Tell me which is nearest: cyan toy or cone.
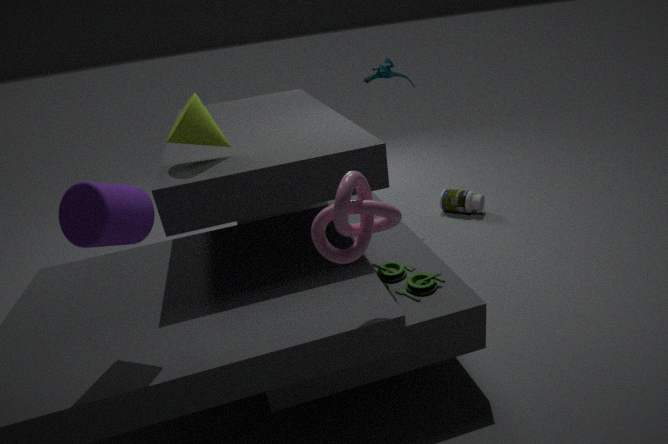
cone
